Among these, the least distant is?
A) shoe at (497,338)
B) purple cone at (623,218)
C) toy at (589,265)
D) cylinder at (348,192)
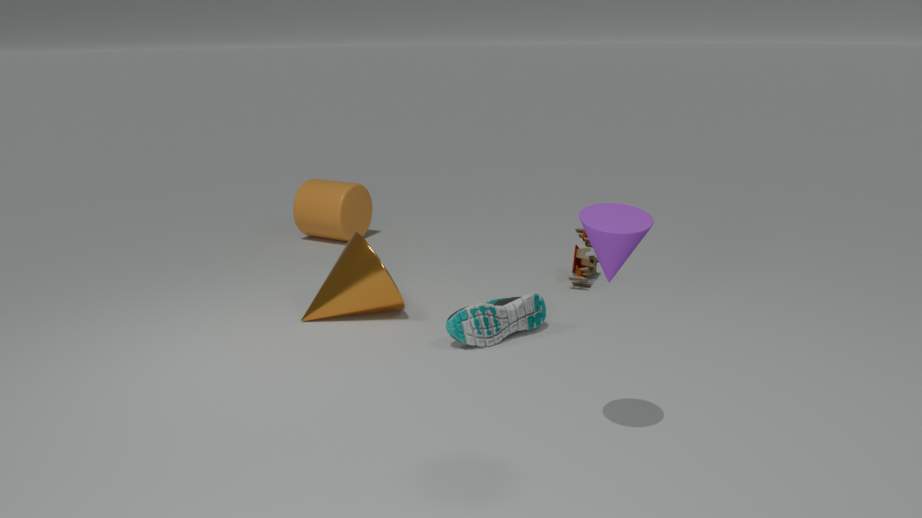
purple cone at (623,218)
